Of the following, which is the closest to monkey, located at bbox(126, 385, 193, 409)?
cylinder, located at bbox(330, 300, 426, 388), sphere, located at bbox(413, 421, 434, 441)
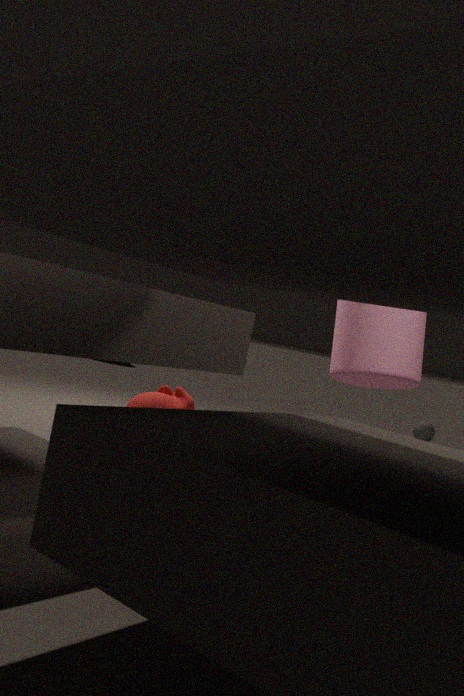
cylinder, located at bbox(330, 300, 426, 388)
